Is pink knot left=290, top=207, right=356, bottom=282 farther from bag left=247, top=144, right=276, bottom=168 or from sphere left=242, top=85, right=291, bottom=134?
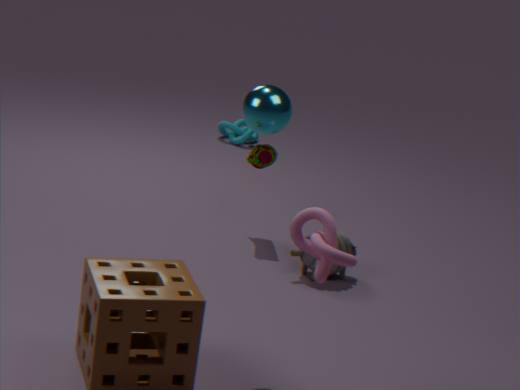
bag left=247, top=144, right=276, bottom=168
